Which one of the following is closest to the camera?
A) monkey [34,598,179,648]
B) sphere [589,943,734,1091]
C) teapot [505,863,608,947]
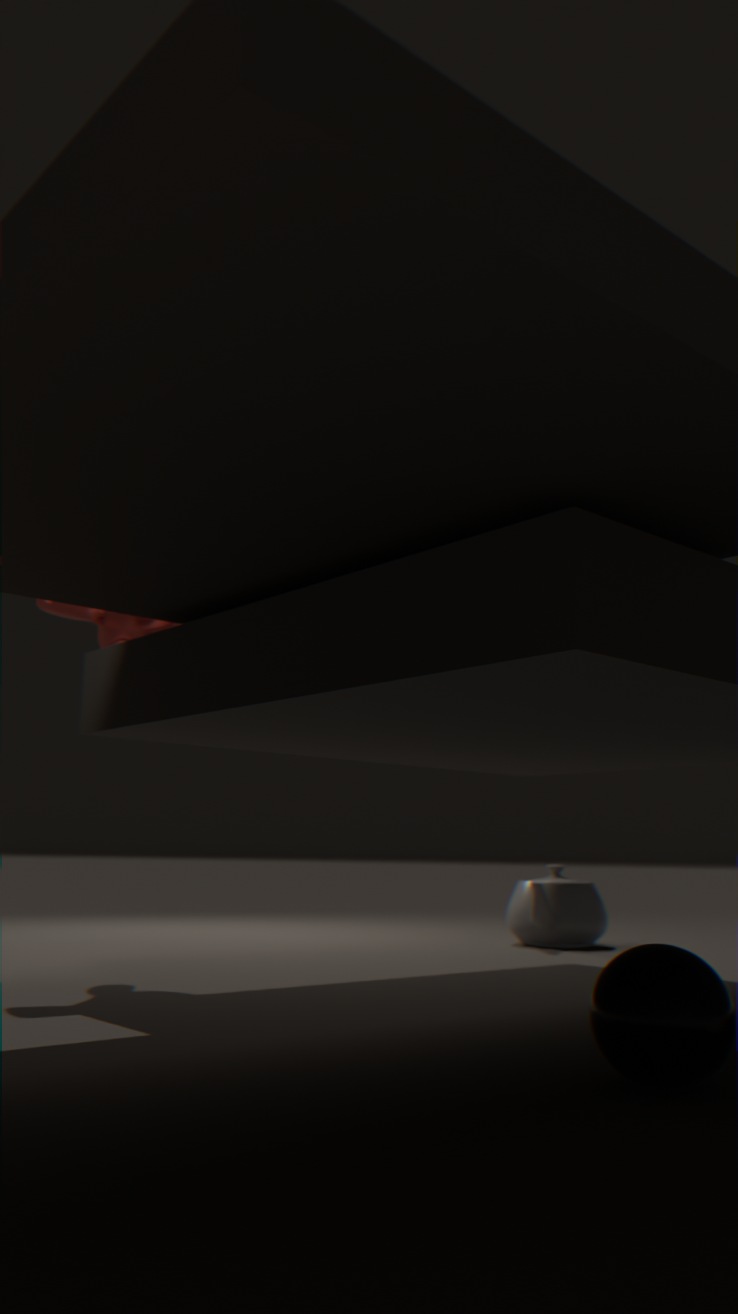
sphere [589,943,734,1091]
